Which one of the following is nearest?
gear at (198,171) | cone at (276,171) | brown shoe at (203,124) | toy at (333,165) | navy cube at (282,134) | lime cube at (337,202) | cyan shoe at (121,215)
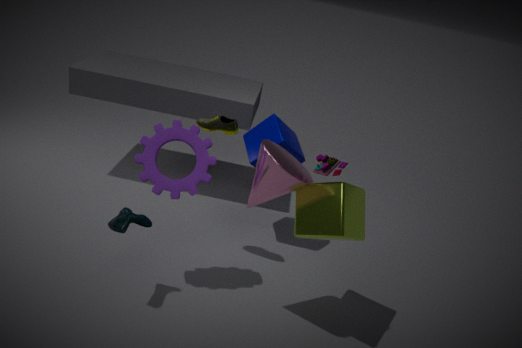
cone at (276,171)
